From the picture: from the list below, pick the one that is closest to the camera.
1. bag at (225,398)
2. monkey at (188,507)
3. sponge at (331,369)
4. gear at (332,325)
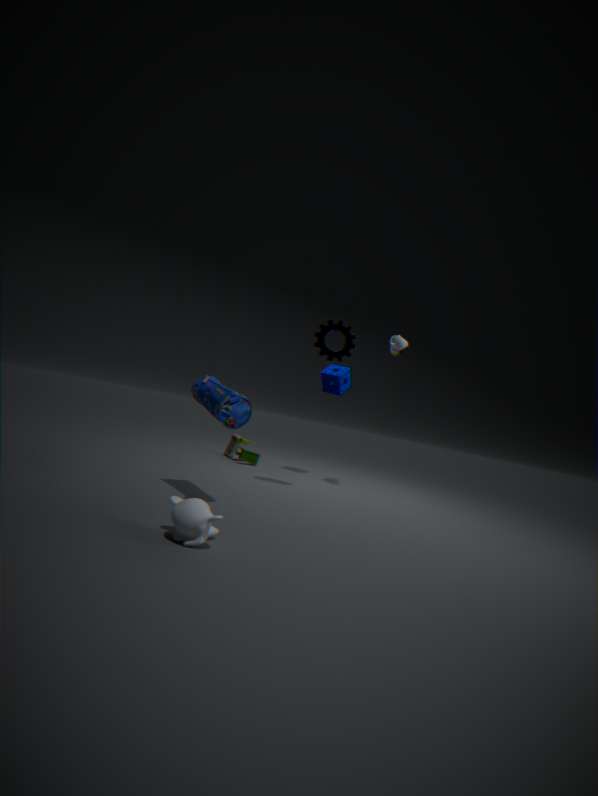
monkey at (188,507)
